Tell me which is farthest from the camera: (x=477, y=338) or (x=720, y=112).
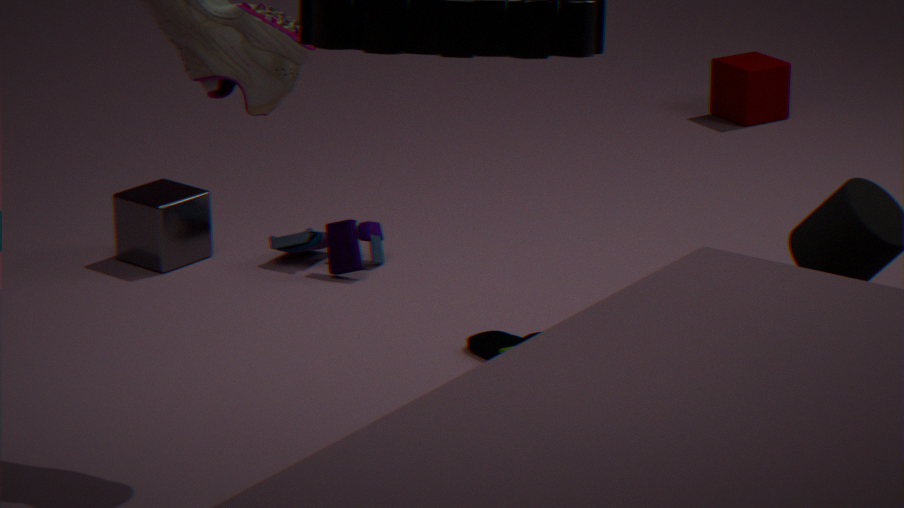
(x=720, y=112)
